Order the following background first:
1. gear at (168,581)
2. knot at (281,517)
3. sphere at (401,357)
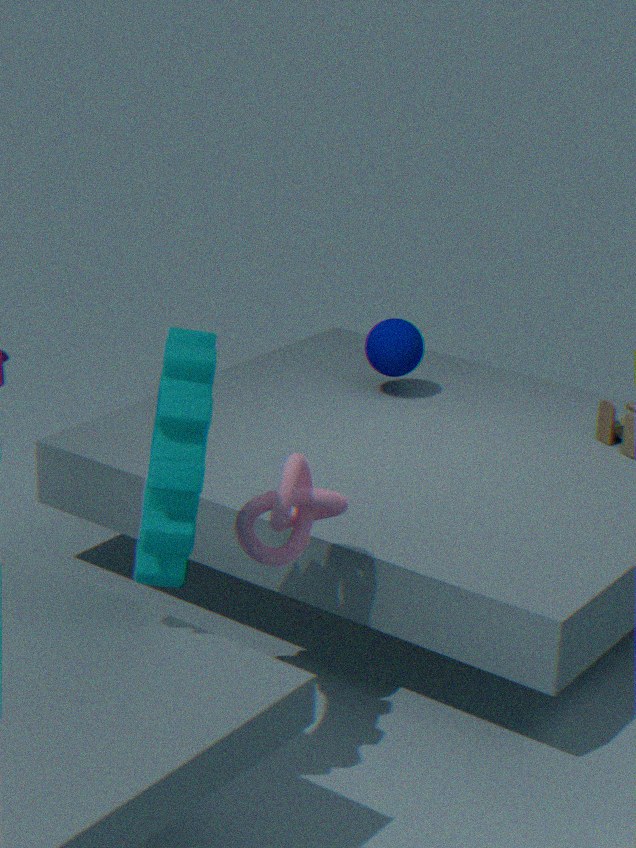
sphere at (401,357), knot at (281,517), gear at (168,581)
